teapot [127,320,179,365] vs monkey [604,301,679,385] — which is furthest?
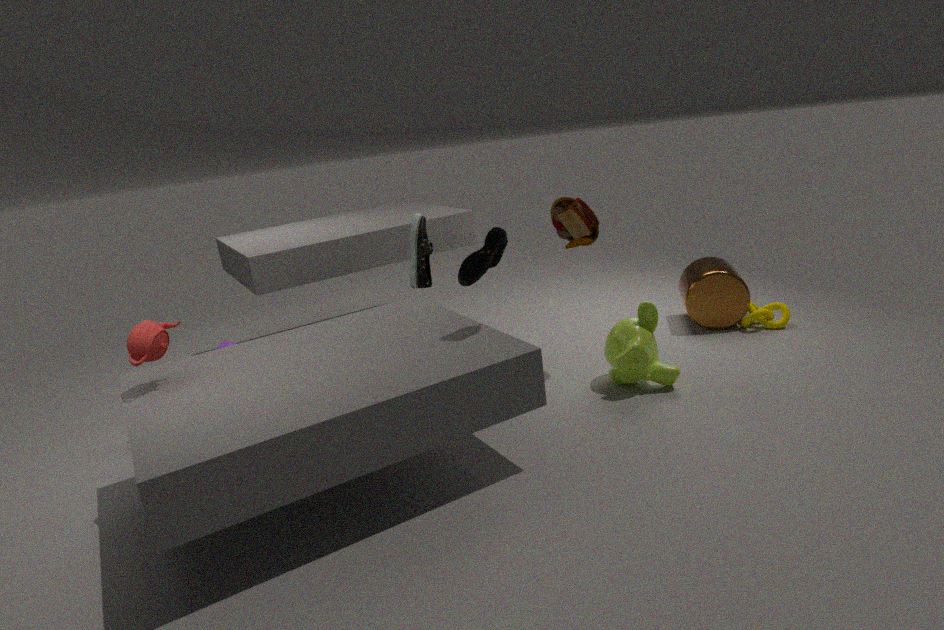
monkey [604,301,679,385]
